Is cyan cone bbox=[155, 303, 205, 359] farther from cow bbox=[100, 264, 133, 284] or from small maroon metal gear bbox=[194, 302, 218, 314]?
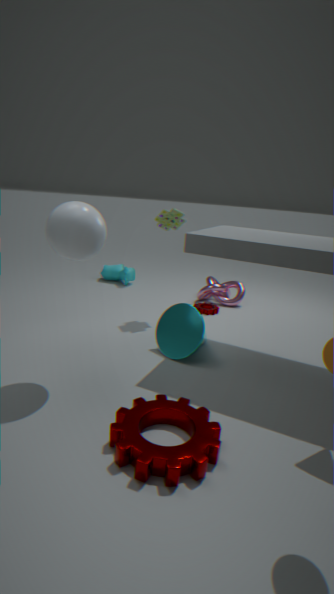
cow bbox=[100, 264, 133, 284]
